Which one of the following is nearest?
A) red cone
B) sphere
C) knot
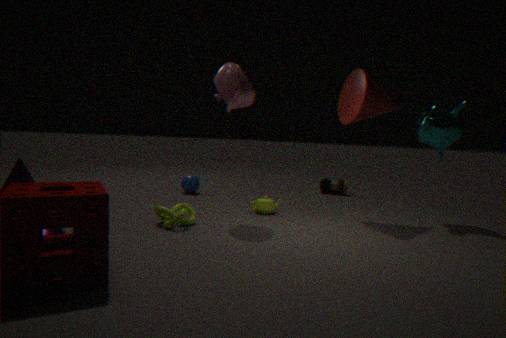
knot
